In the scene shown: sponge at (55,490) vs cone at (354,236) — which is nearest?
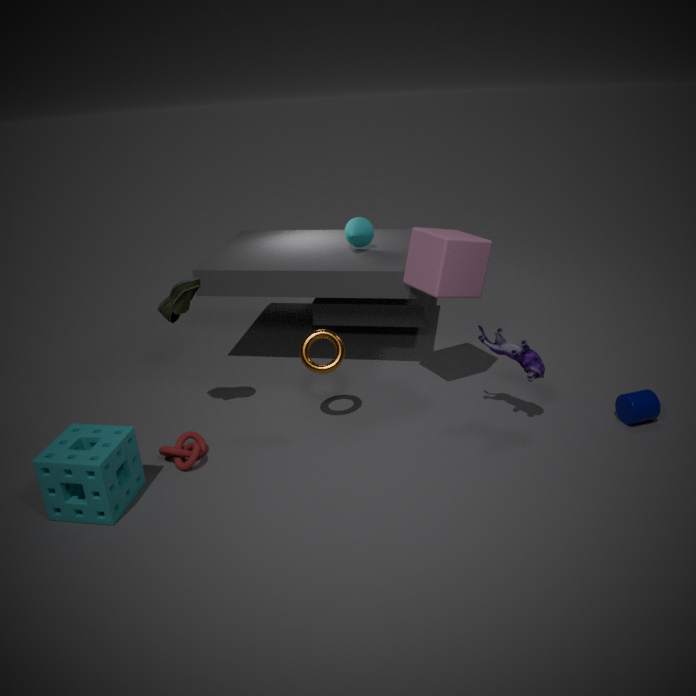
sponge at (55,490)
